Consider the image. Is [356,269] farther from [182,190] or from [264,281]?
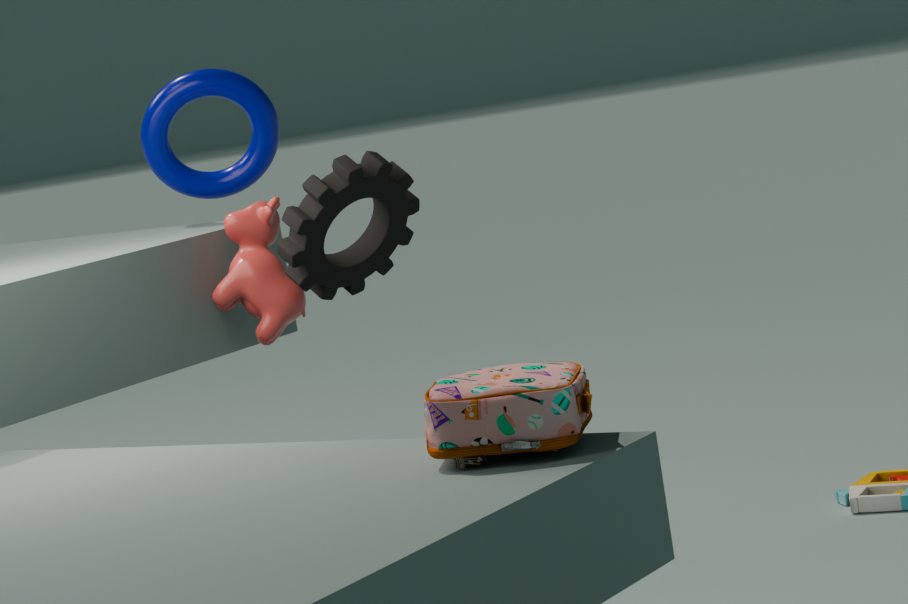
[182,190]
